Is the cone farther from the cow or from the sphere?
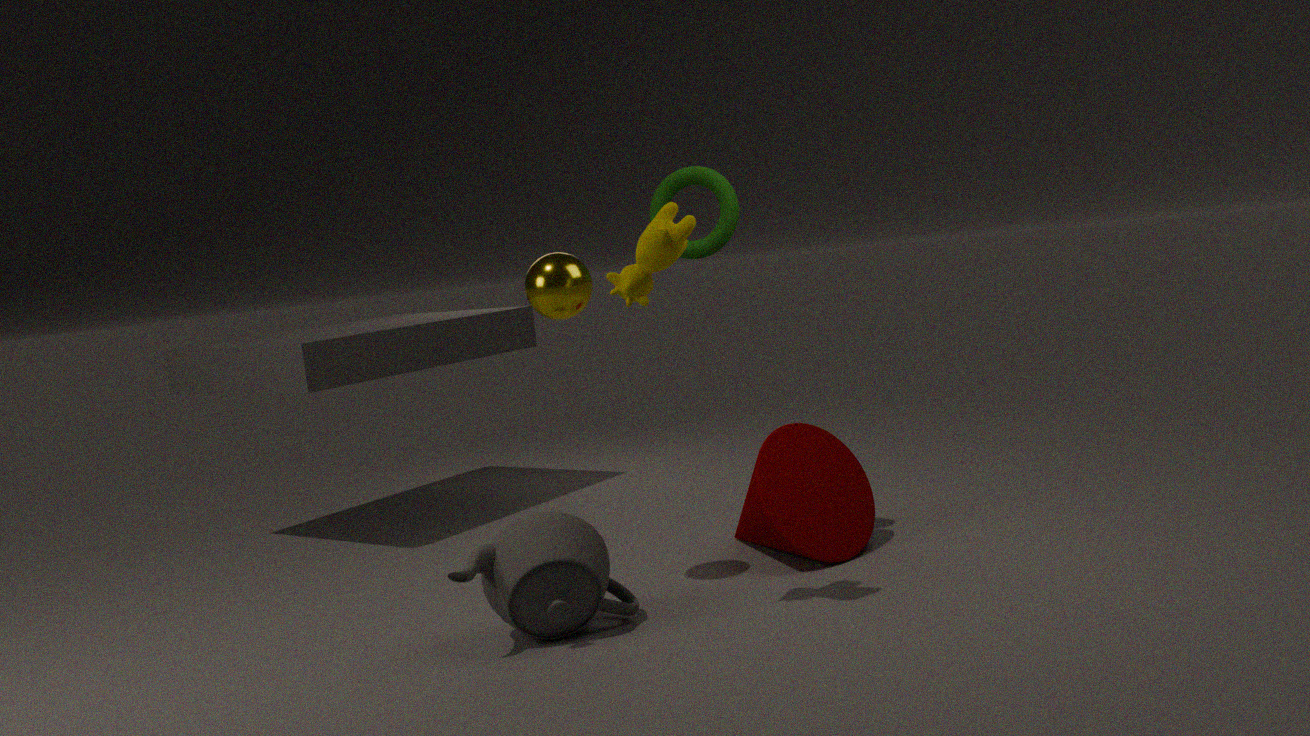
the cow
